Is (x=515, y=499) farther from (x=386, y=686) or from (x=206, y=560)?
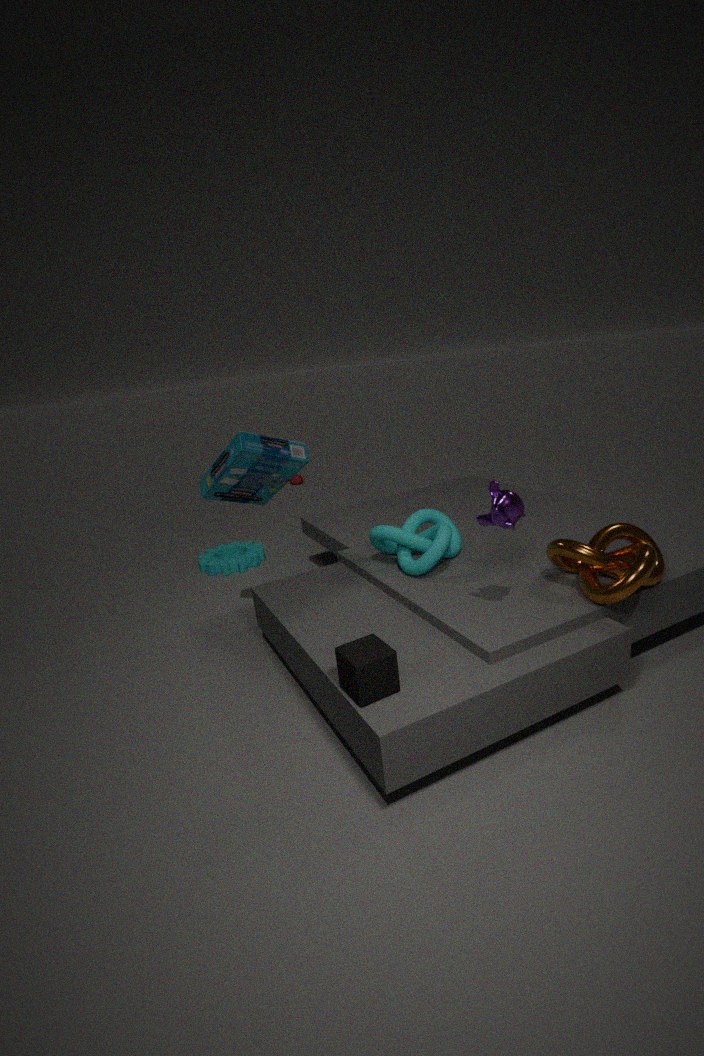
(x=206, y=560)
